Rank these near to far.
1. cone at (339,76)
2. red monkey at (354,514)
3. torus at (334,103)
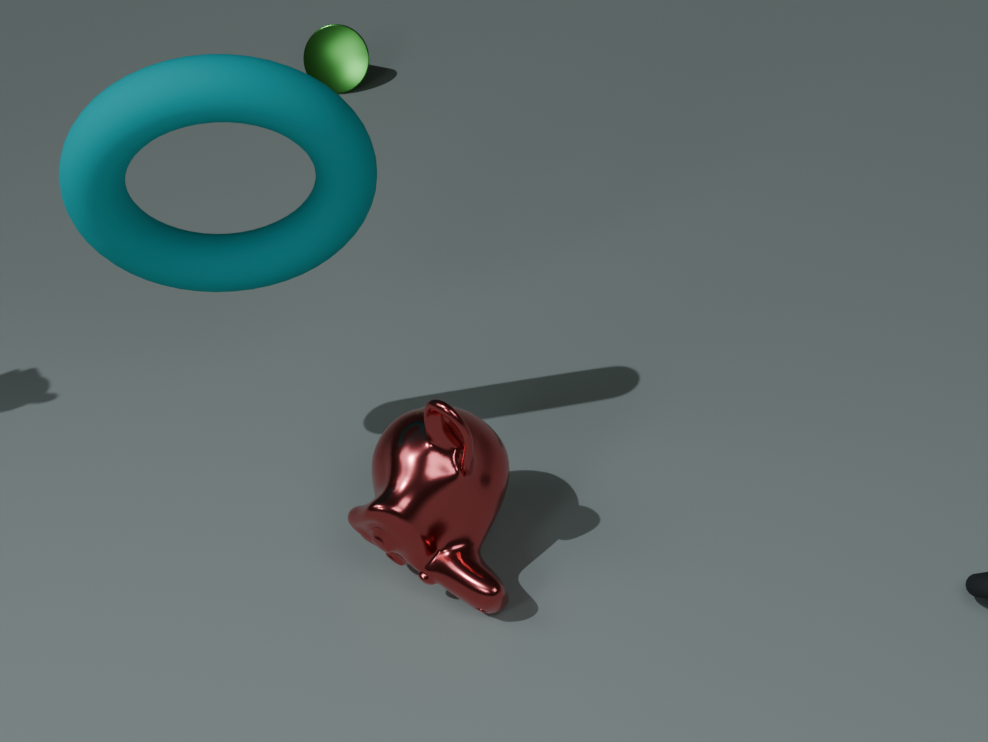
1. torus at (334,103)
2. red monkey at (354,514)
3. cone at (339,76)
